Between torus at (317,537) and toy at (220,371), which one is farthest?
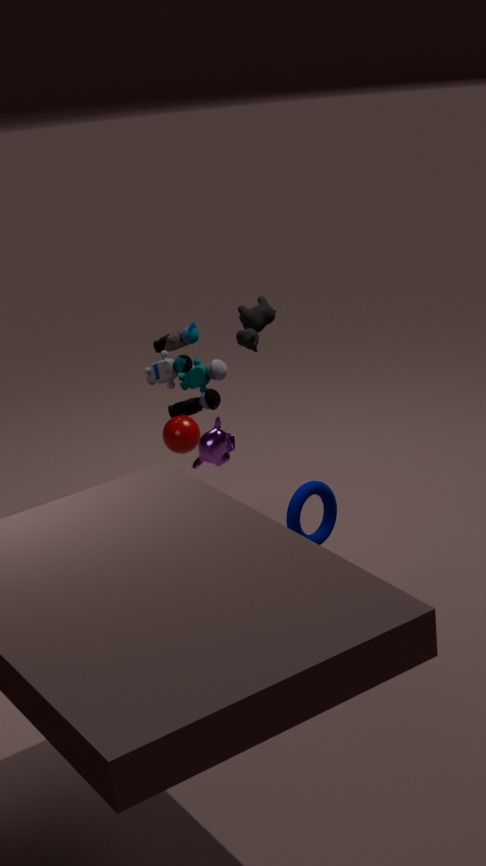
toy at (220,371)
